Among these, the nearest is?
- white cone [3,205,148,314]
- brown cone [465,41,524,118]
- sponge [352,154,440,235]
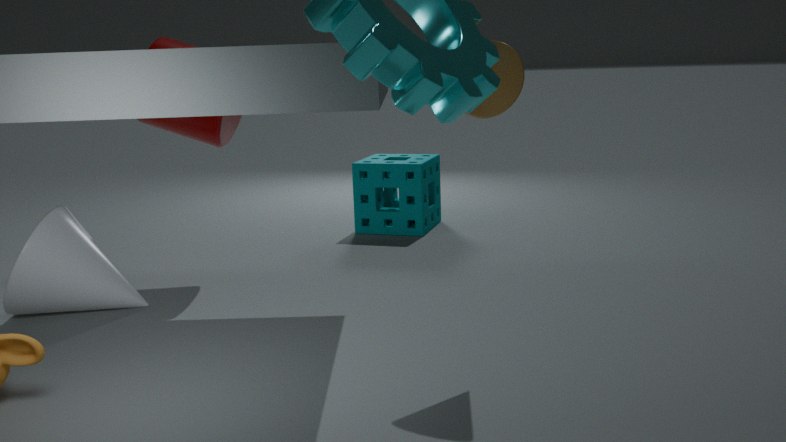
brown cone [465,41,524,118]
